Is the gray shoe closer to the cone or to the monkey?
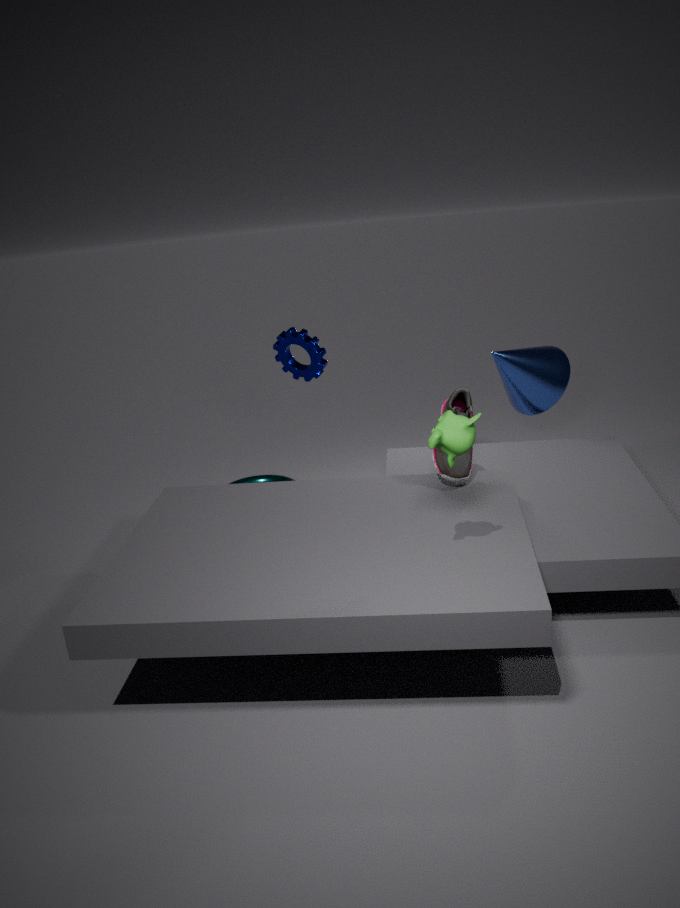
the cone
